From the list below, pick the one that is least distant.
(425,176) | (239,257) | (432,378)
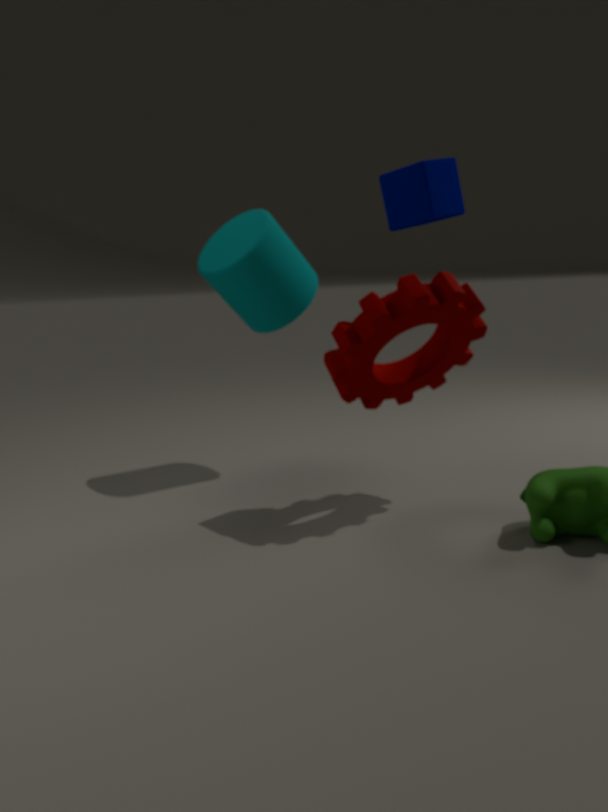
(425,176)
